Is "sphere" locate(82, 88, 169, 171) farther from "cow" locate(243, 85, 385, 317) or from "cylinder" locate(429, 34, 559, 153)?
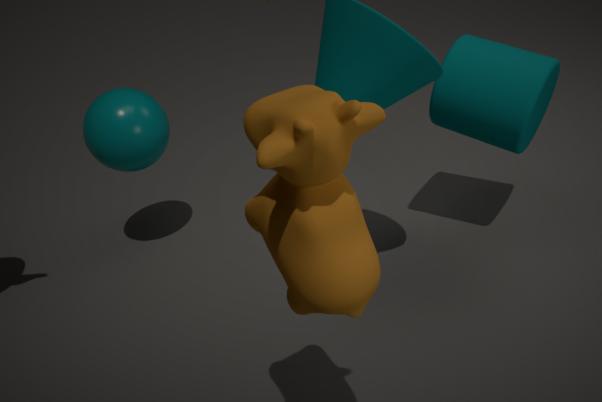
"cow" locate(243, 85, 385, 317)
